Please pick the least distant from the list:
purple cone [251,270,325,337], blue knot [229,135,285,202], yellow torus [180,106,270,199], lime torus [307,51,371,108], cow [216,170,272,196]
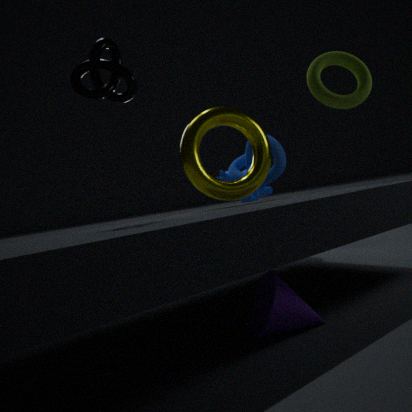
purple cone [251,270,325,337]
